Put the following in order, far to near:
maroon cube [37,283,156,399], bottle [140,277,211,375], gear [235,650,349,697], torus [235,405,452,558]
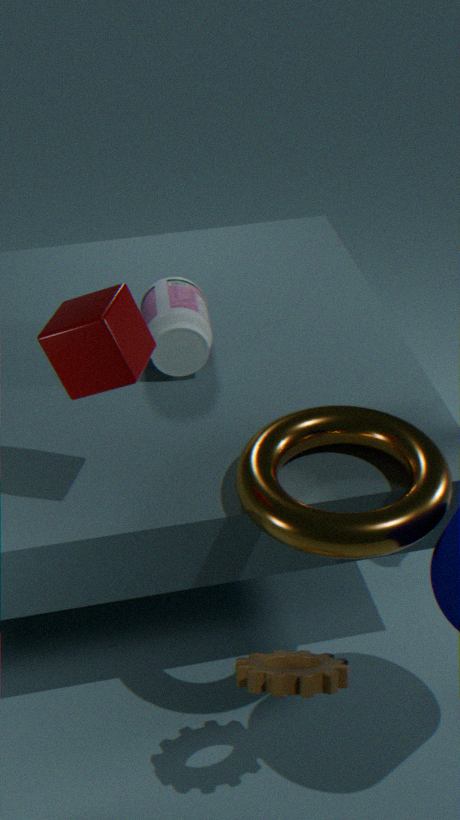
bottle [140,277,211,375], torus [235,405,452,558], gear [235,650,349,697], maroon cube [37,283,156,399]
